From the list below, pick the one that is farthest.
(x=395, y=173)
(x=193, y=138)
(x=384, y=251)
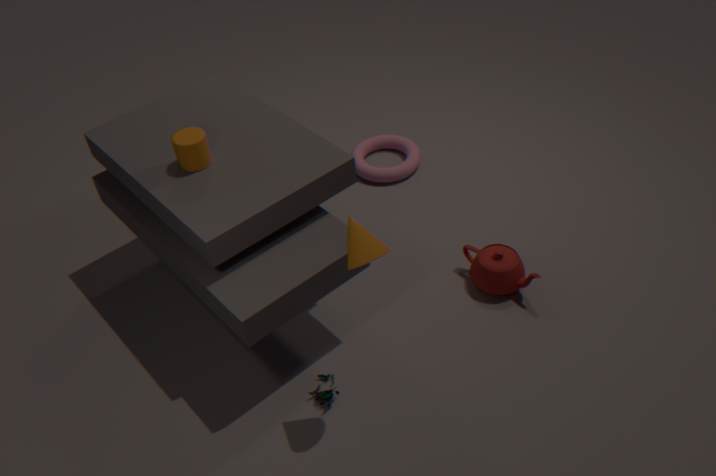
(x=395, y=173)
